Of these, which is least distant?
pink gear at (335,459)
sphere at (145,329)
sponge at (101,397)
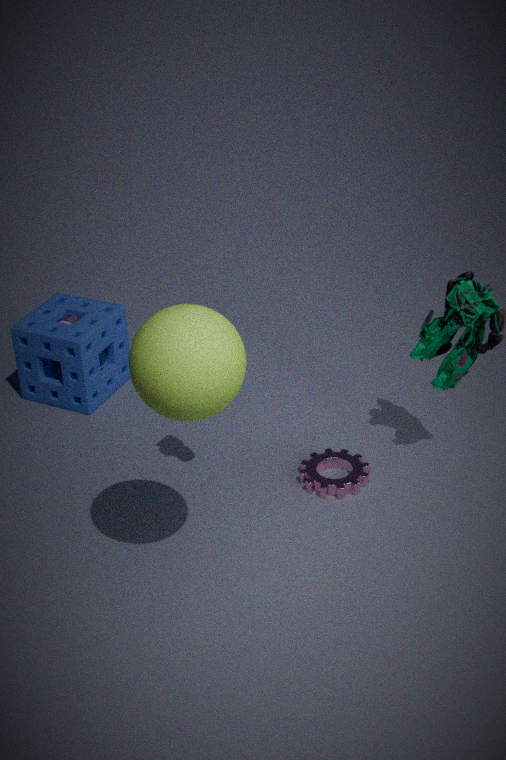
sphere at (145,329)
